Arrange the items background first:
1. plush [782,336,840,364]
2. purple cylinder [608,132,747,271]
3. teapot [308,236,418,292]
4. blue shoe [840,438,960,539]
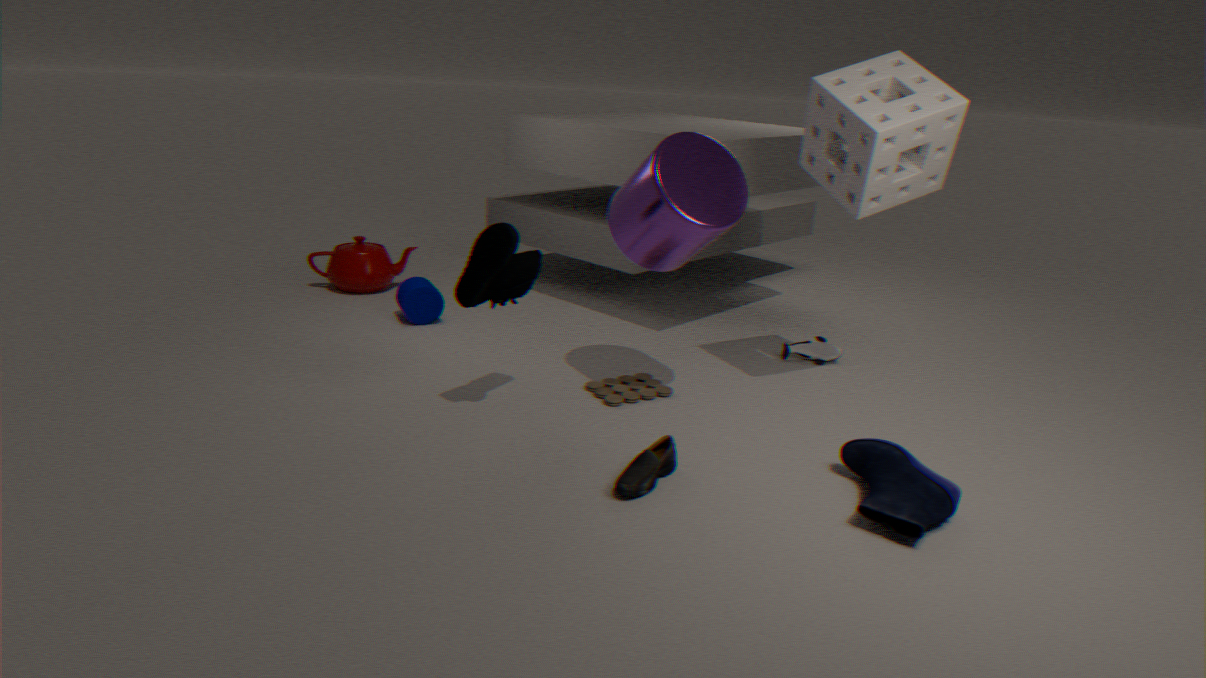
teapot [308,236,418,292], plush [782,336,840,364], purple cylinder [608,132,747,271], blue shoe [840,438,960,539]
